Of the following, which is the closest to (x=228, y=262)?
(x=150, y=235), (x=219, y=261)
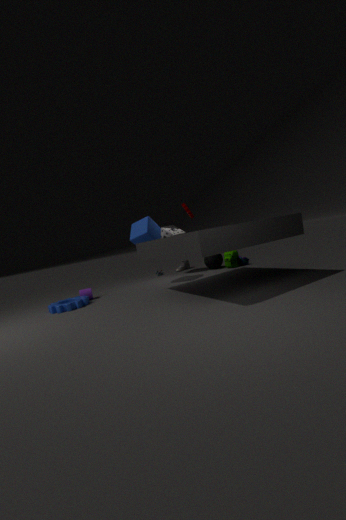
(x=219, y=261)
